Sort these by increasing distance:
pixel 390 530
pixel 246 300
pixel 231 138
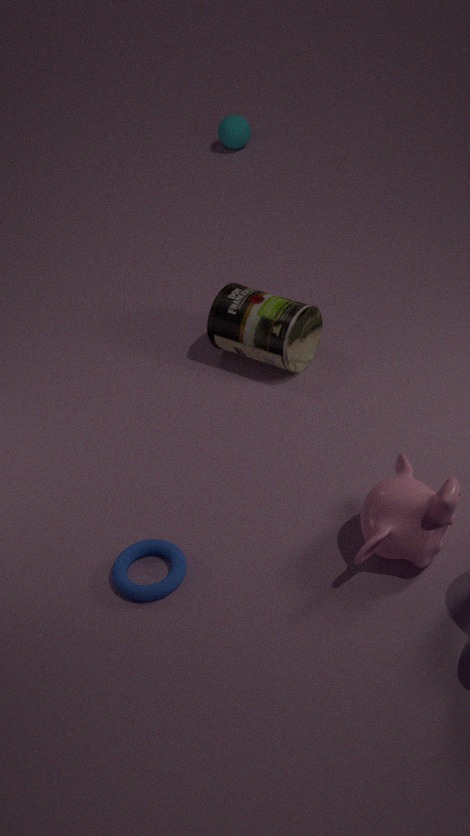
pixel 390 530 → pixel 246 300 → pixel 231 138
